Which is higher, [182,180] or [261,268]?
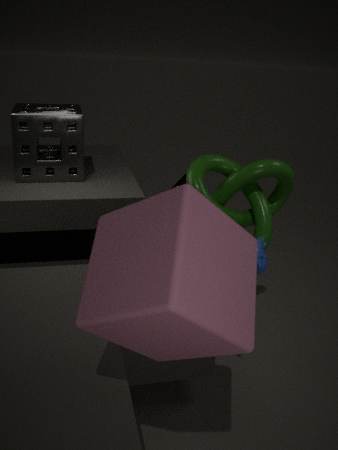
[261,268]
